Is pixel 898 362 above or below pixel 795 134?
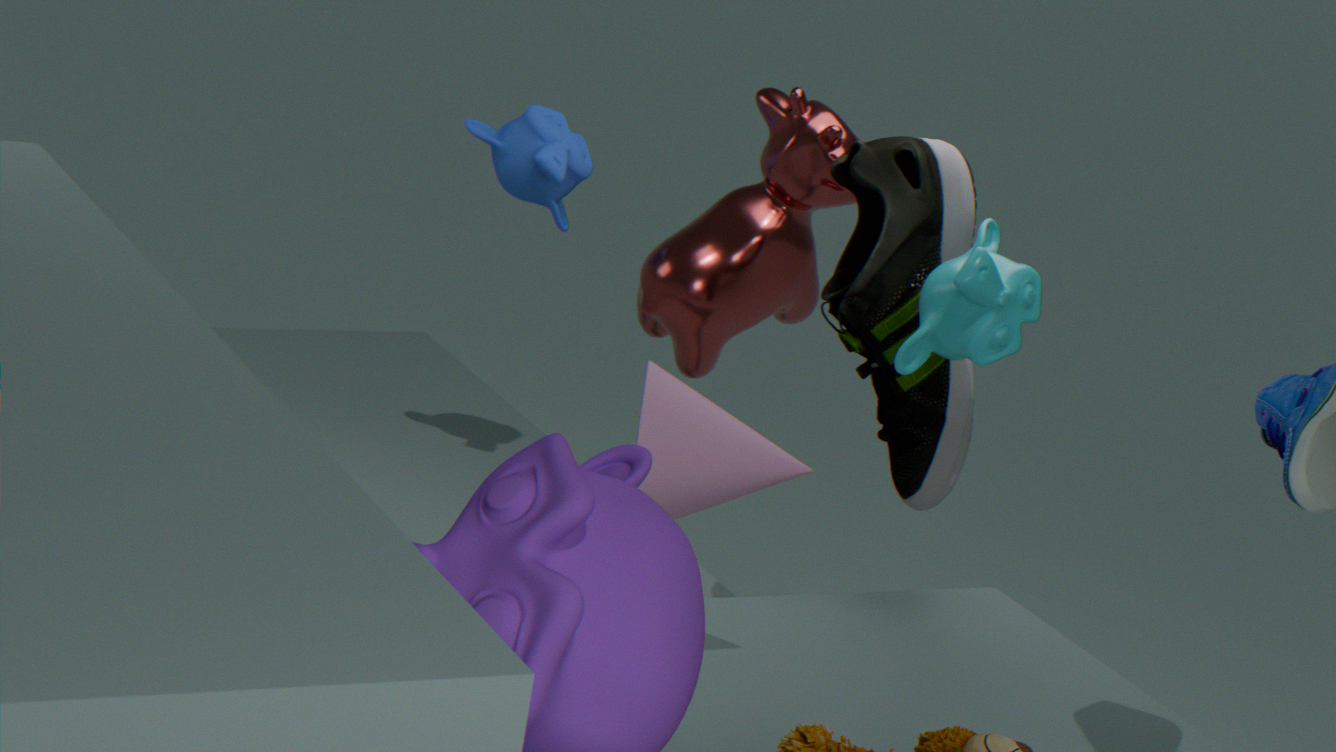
above
